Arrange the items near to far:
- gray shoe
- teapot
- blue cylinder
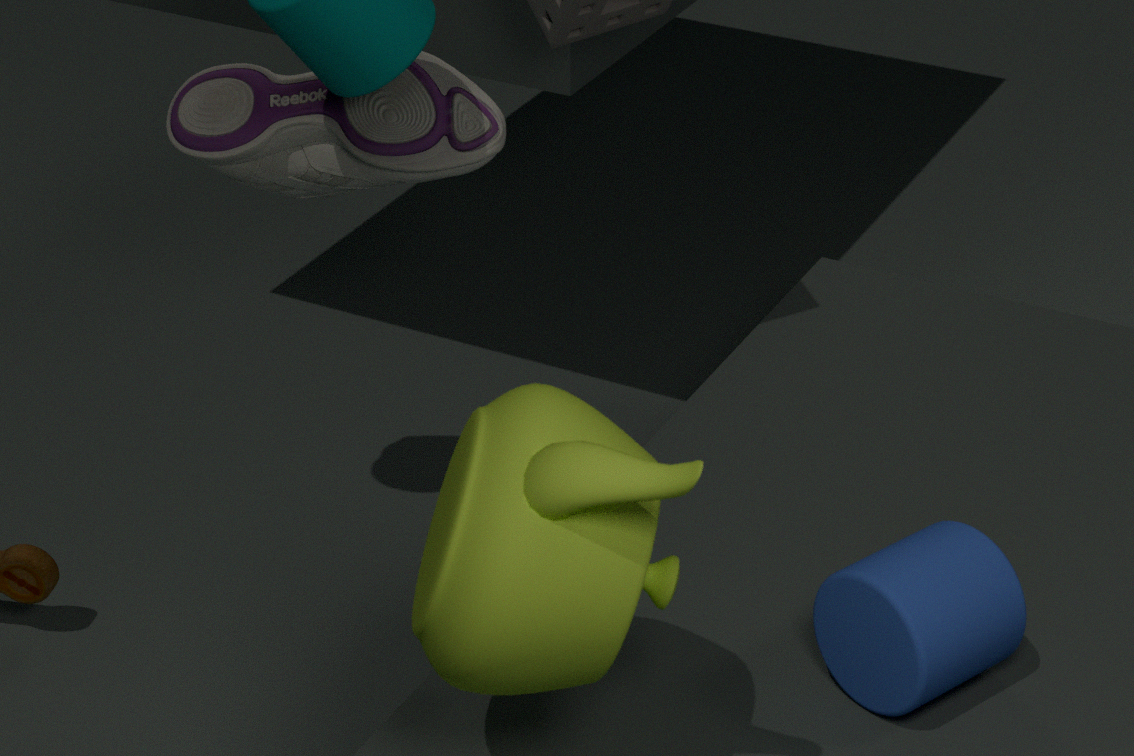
1. teapot
2. blue cylinder
3. gray shoe
